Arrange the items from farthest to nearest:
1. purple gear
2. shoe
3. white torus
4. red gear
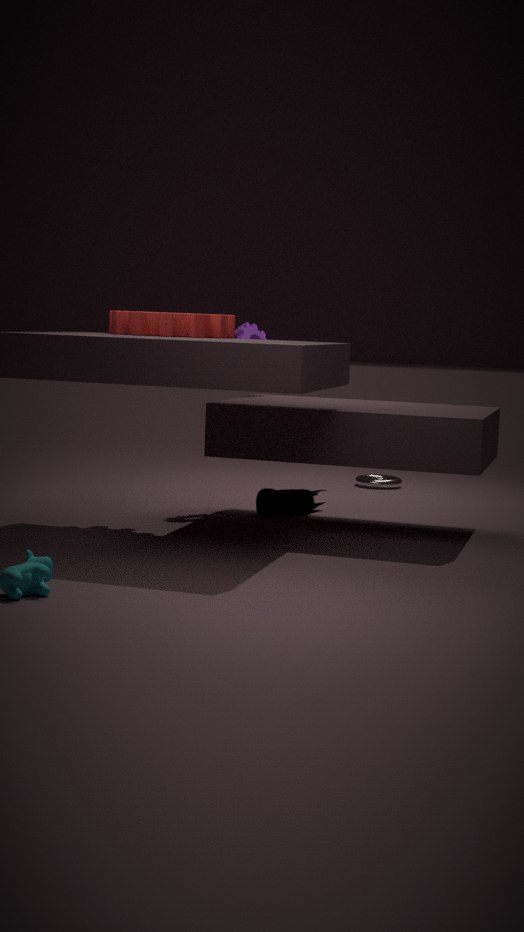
white torus → purple gear → shoe → red gear
